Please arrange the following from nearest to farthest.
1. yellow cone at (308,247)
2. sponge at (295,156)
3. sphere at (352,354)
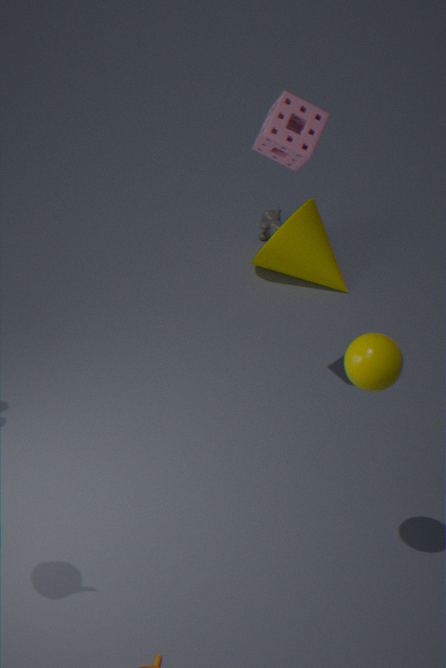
1. sphere at (352,354)
2. sponge at (295,156)
3. yellow cone at (308,247)
